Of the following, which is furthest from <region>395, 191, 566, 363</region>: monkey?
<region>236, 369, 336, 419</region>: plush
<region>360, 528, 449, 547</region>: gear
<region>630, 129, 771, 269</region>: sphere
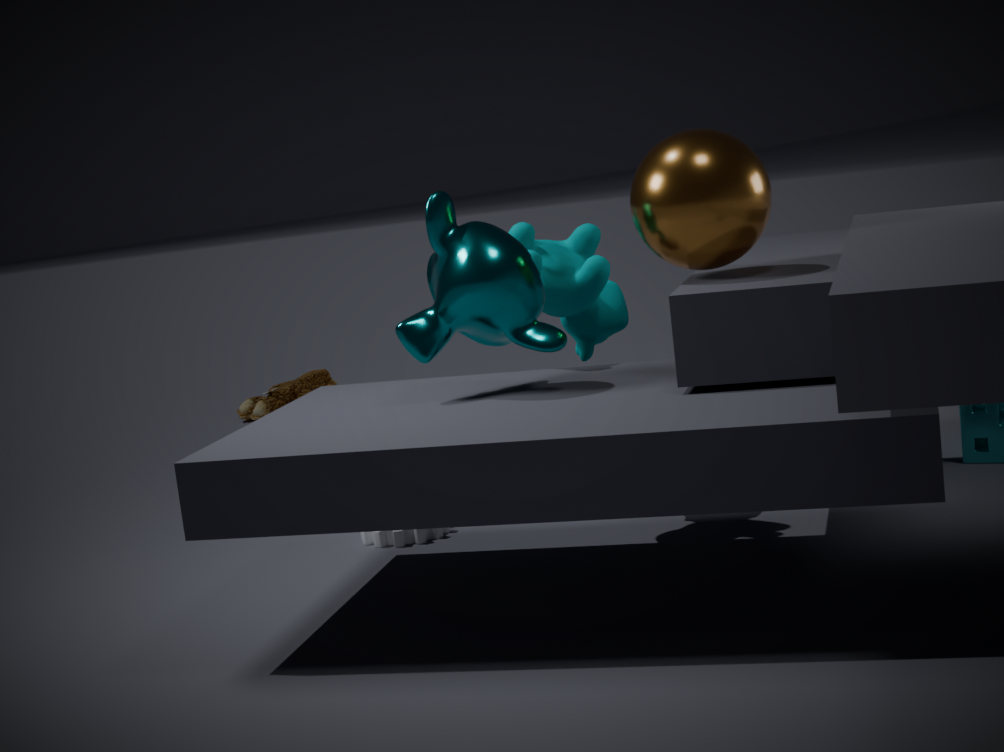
<region>236, 369, 336, 419</region>: plush
